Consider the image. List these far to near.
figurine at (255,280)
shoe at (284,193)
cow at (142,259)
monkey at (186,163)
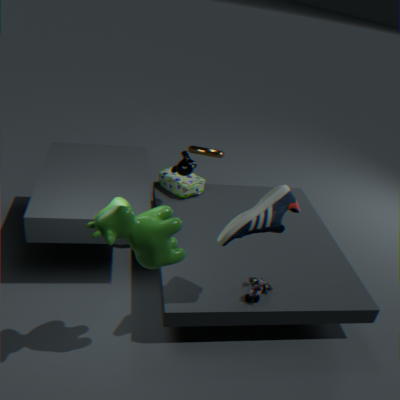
monkey at (186,163)
figurine at (255,280)
shoe at (284,193)
cow at (142,259)
